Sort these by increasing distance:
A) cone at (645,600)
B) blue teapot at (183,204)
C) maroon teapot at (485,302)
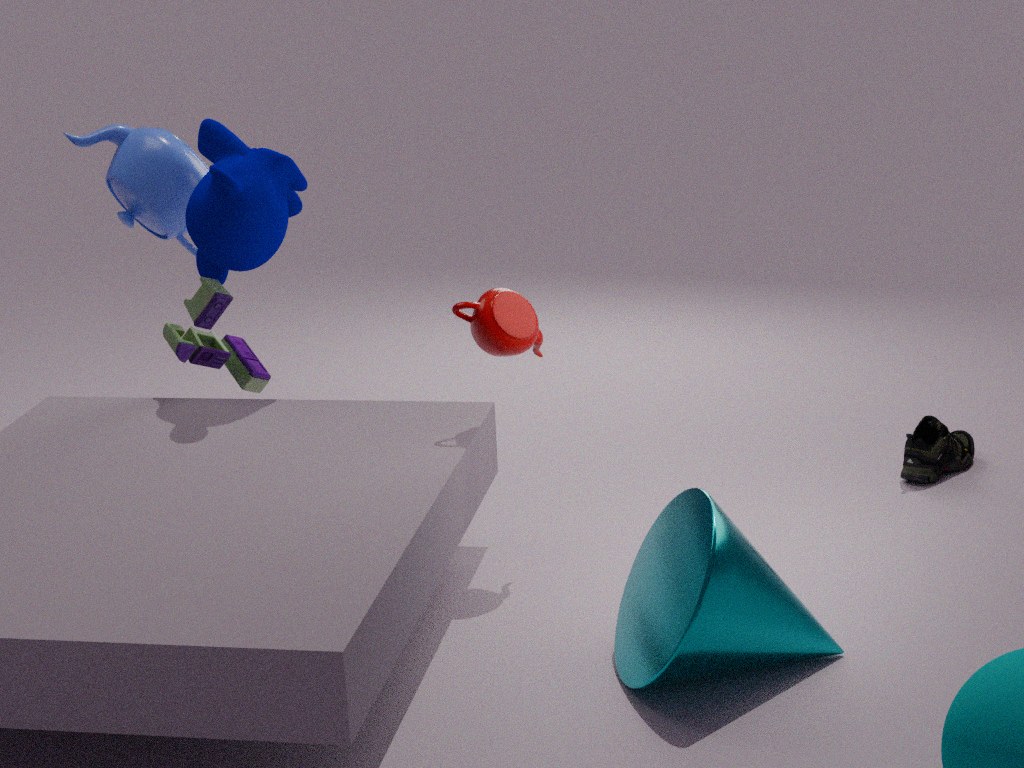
cone at (645,600)
maroon teapot at (485,302)
blue teapot at (183,204)
